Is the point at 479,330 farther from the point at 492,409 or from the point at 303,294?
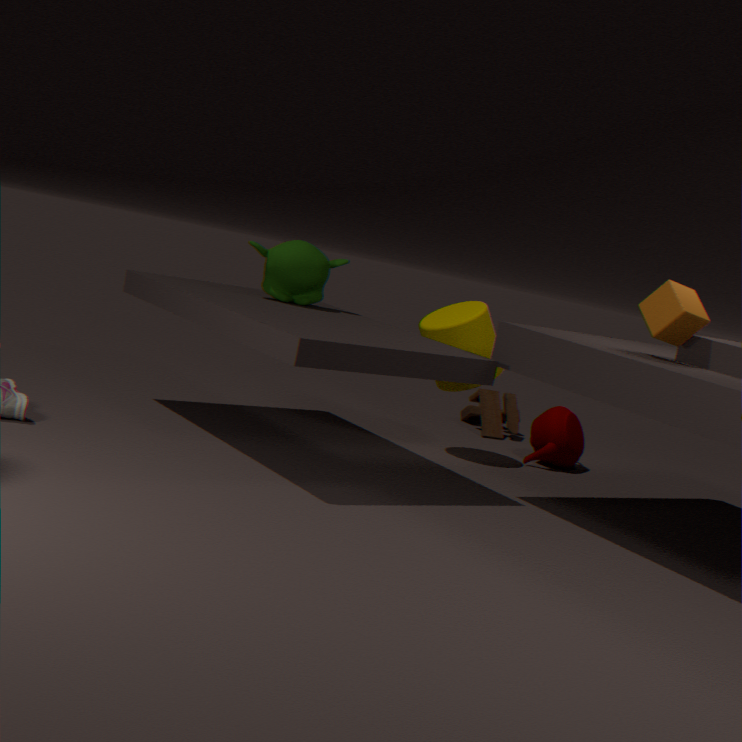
the point at 492,409
